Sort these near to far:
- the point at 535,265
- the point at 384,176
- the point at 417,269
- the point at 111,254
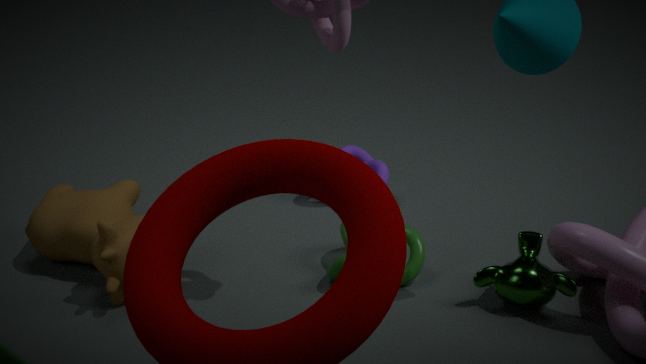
the point at 535,265, the point at 111,254, the point at 417,269, the point at 384,176
